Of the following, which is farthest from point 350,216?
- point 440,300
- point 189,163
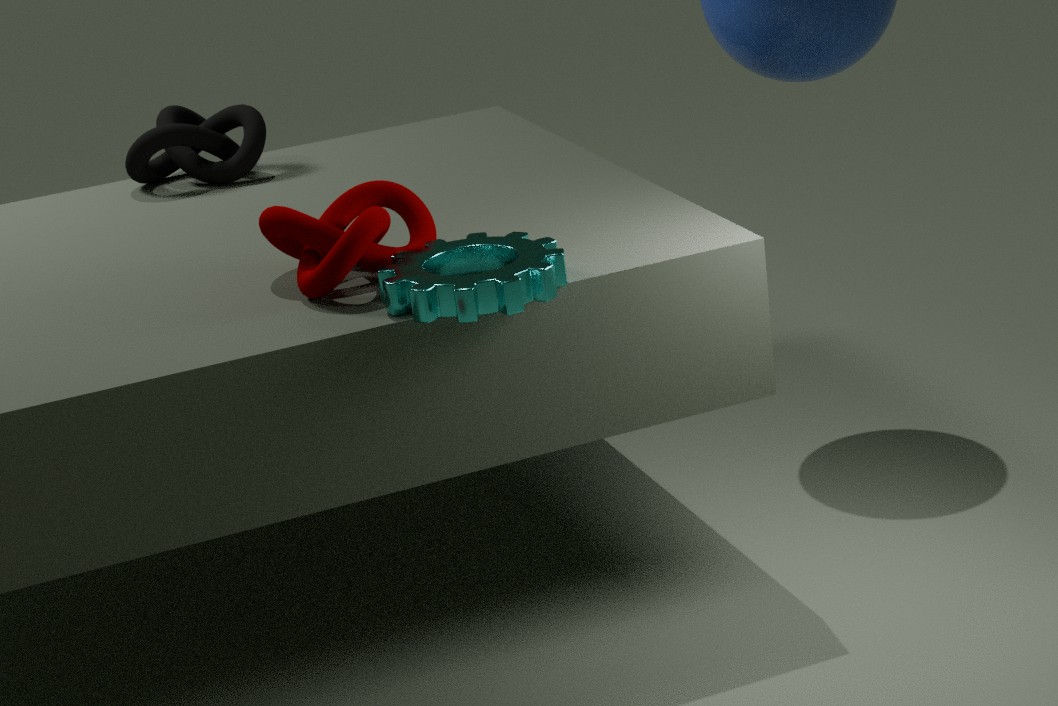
point 189,163
